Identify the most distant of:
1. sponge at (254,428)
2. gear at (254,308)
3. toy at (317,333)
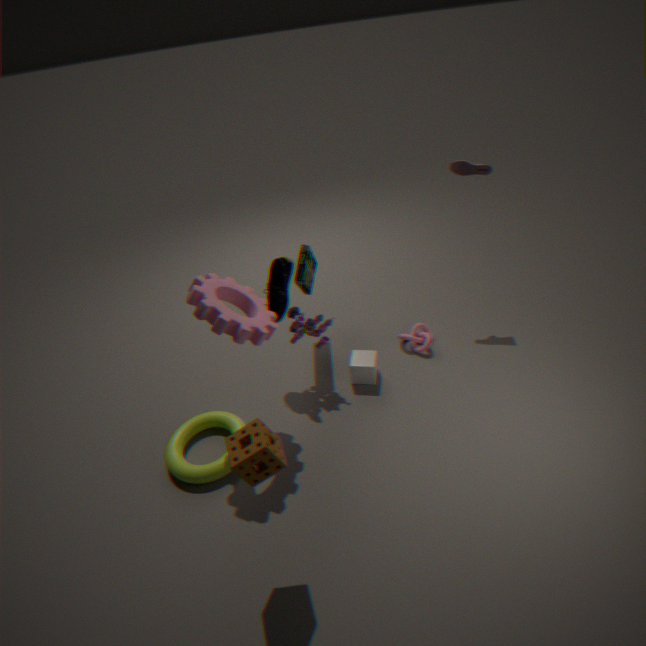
toy at (317,333)
